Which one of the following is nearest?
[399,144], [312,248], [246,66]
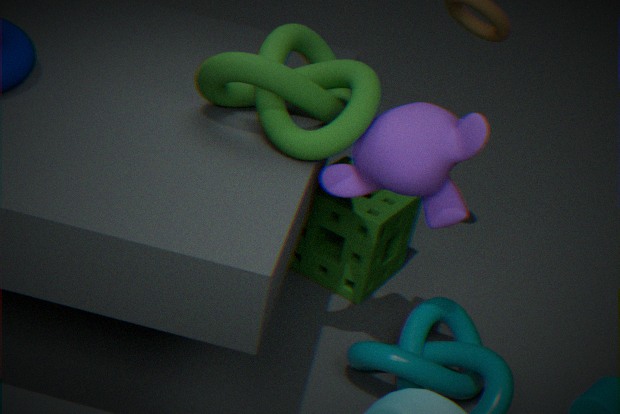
[399,144]
